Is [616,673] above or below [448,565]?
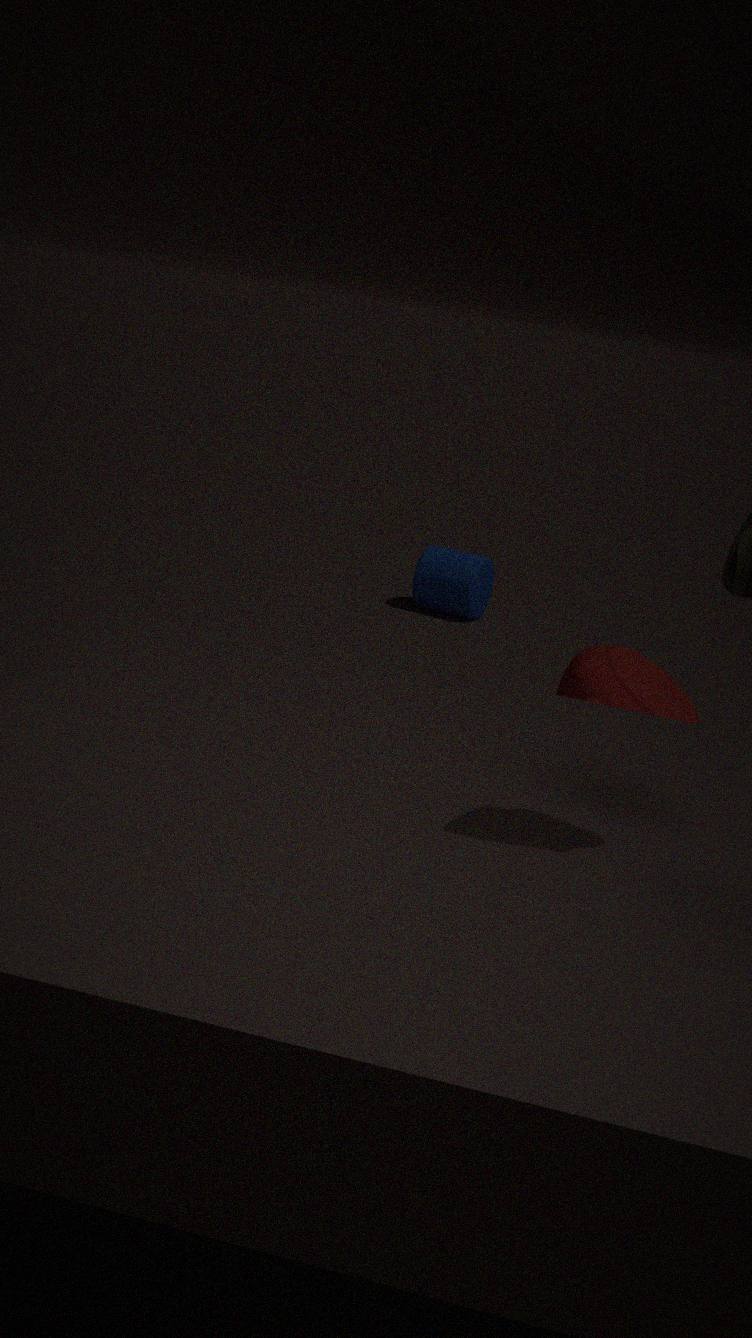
above
